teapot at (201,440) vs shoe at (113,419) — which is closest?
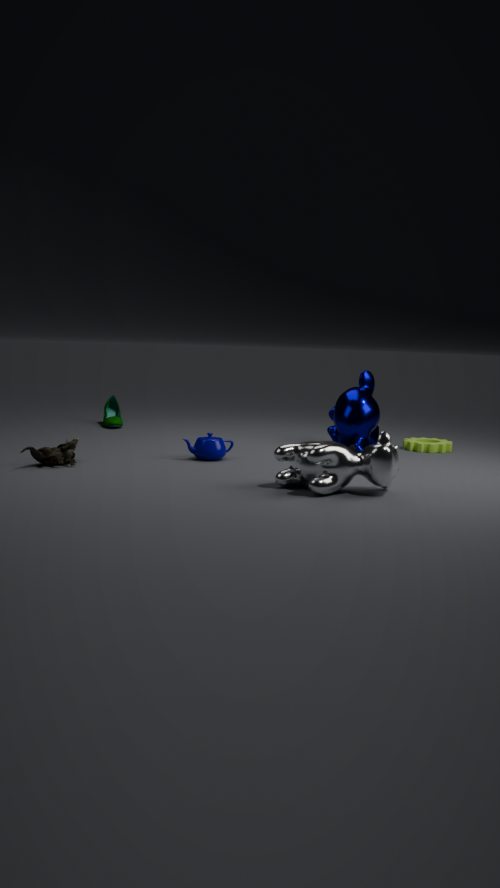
teapot at (201,440)
